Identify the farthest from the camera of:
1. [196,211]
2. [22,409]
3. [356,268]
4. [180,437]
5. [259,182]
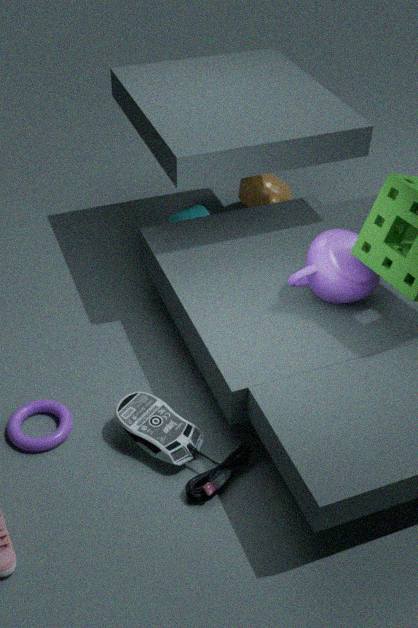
[259,182]
